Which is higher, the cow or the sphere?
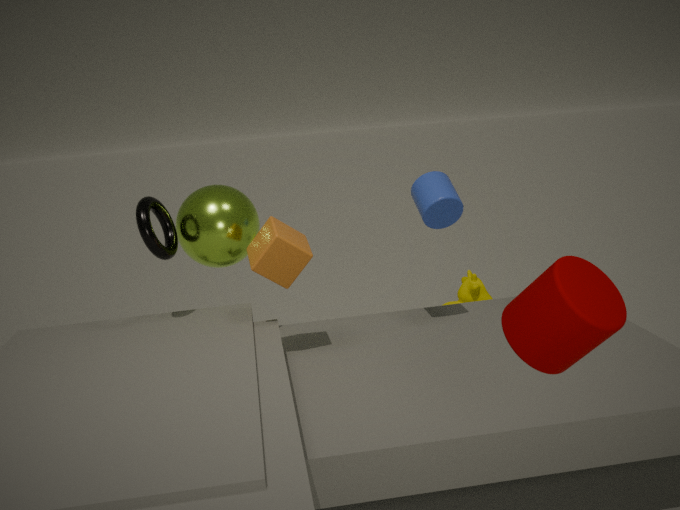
the sphere
